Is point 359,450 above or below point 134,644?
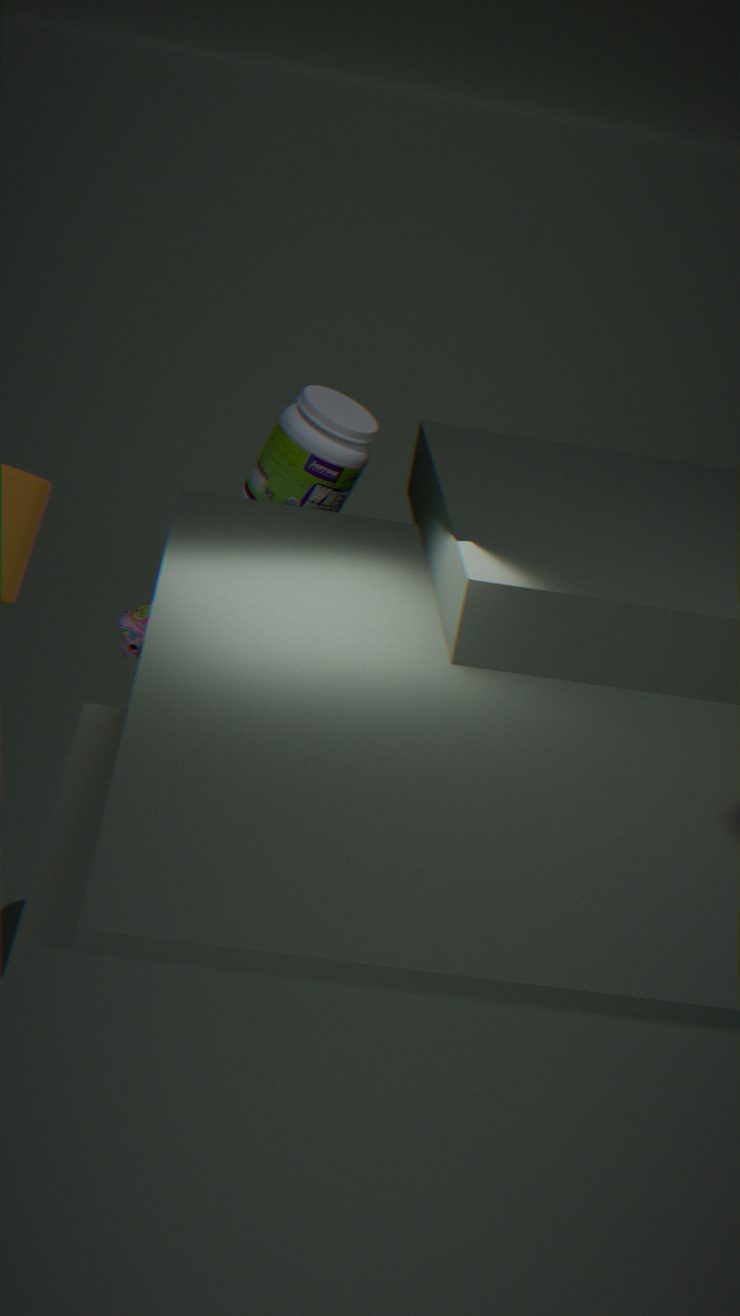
above
